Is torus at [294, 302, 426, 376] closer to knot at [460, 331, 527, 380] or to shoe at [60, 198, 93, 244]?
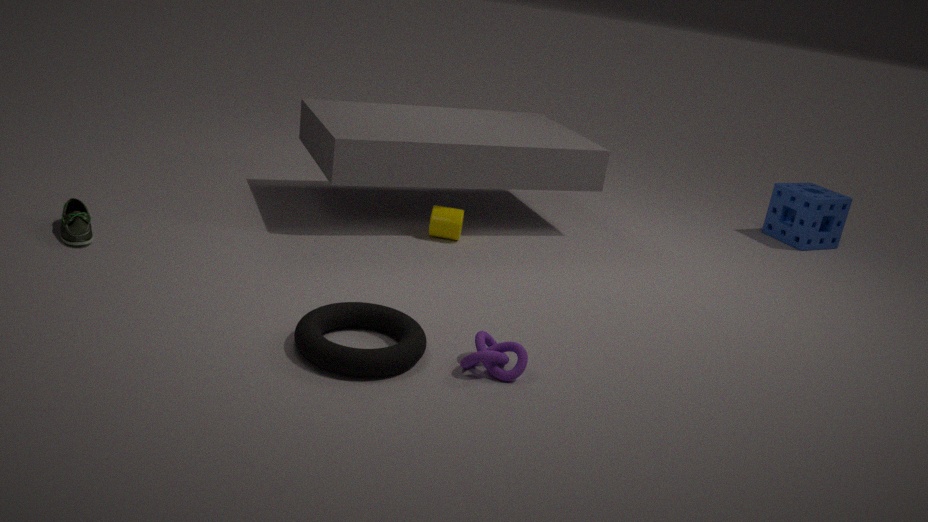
knot at [460, 331, 527, 380]
